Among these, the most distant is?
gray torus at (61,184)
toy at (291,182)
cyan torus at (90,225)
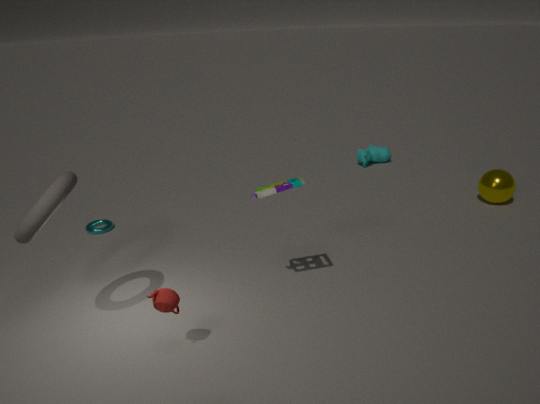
cyan torus at (90,225)
